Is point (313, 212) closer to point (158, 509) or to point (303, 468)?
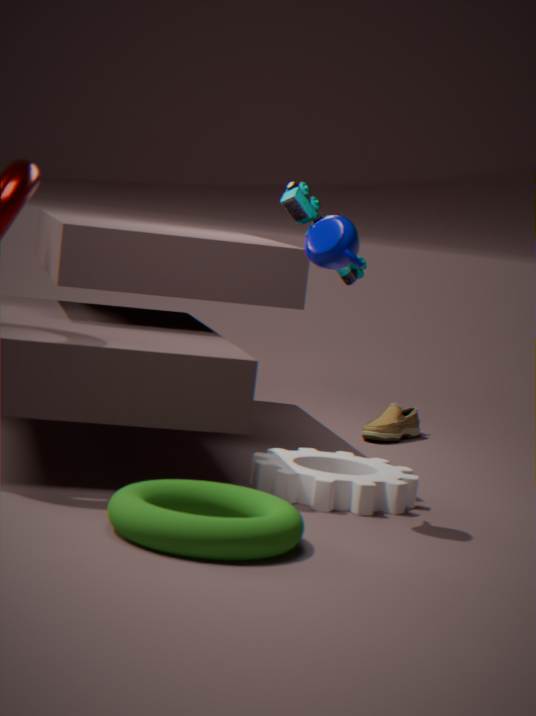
point (303, 468)
